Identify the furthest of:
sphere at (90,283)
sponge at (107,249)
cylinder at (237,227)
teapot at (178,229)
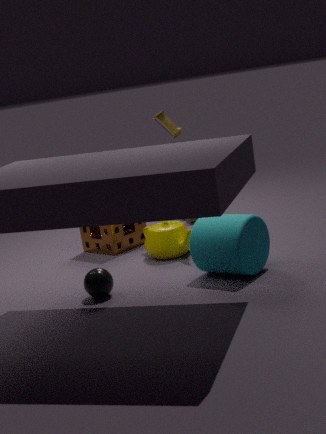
sponge at (107,249)
